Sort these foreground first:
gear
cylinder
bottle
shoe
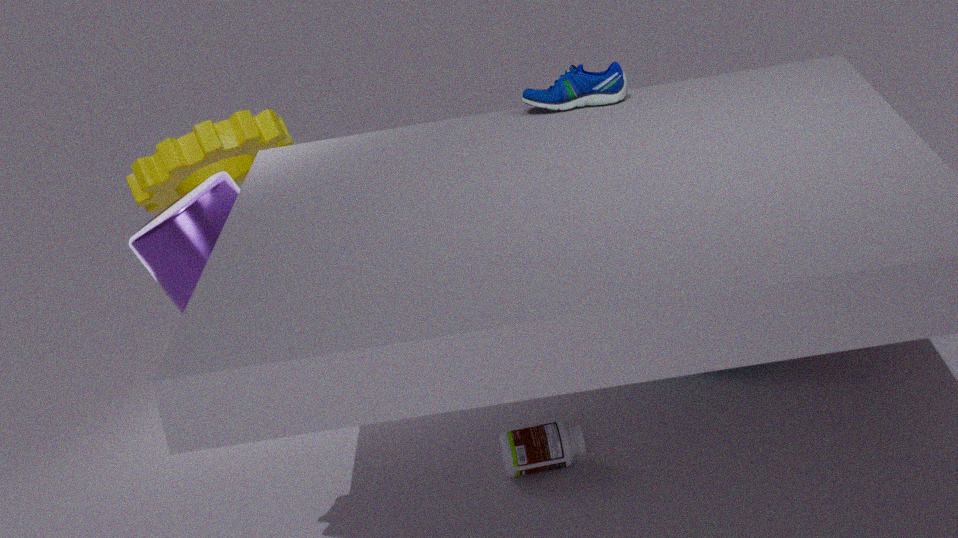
bottle → shoe → cylinder → gear
